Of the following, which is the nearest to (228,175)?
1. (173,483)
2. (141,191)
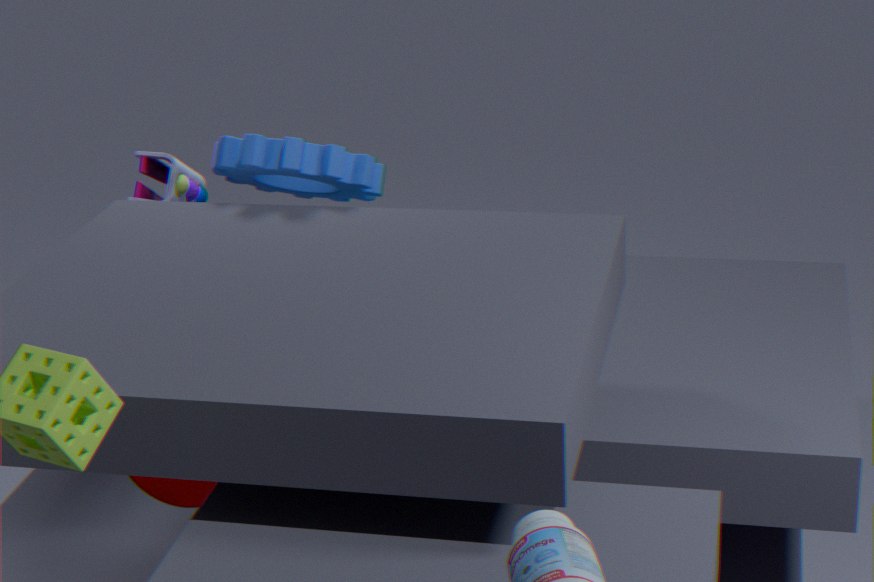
(141,191)
